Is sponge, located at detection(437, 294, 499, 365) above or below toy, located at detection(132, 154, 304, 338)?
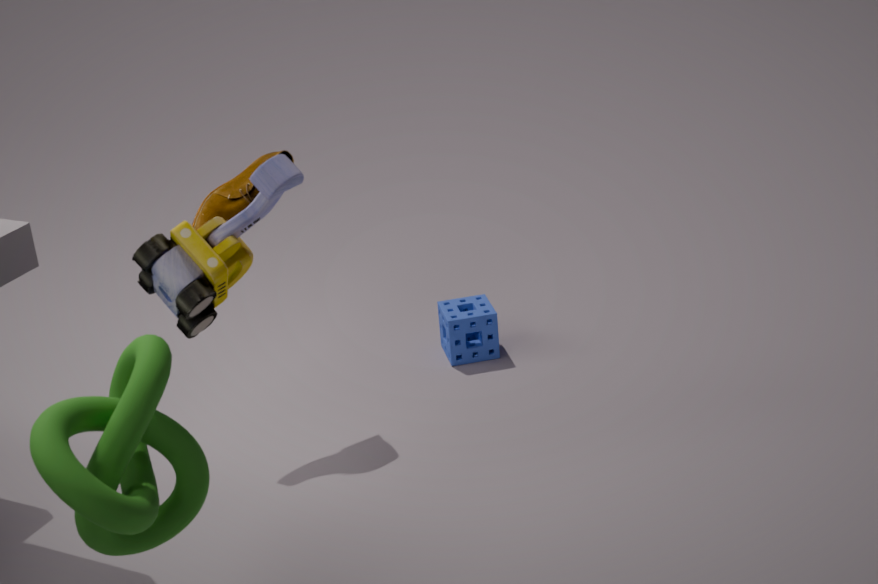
below
